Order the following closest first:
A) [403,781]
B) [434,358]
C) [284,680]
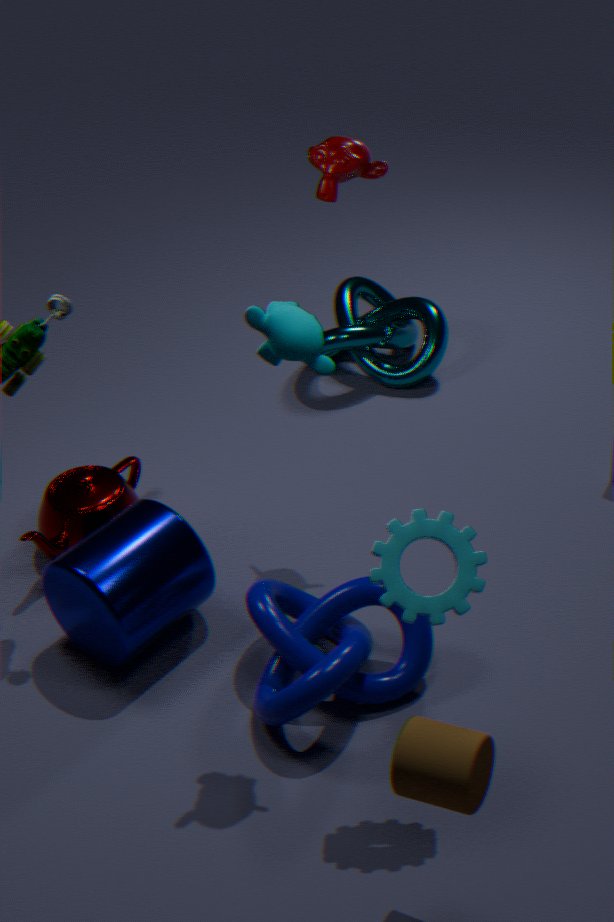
[403,781]
[284,680]
[434,358]
